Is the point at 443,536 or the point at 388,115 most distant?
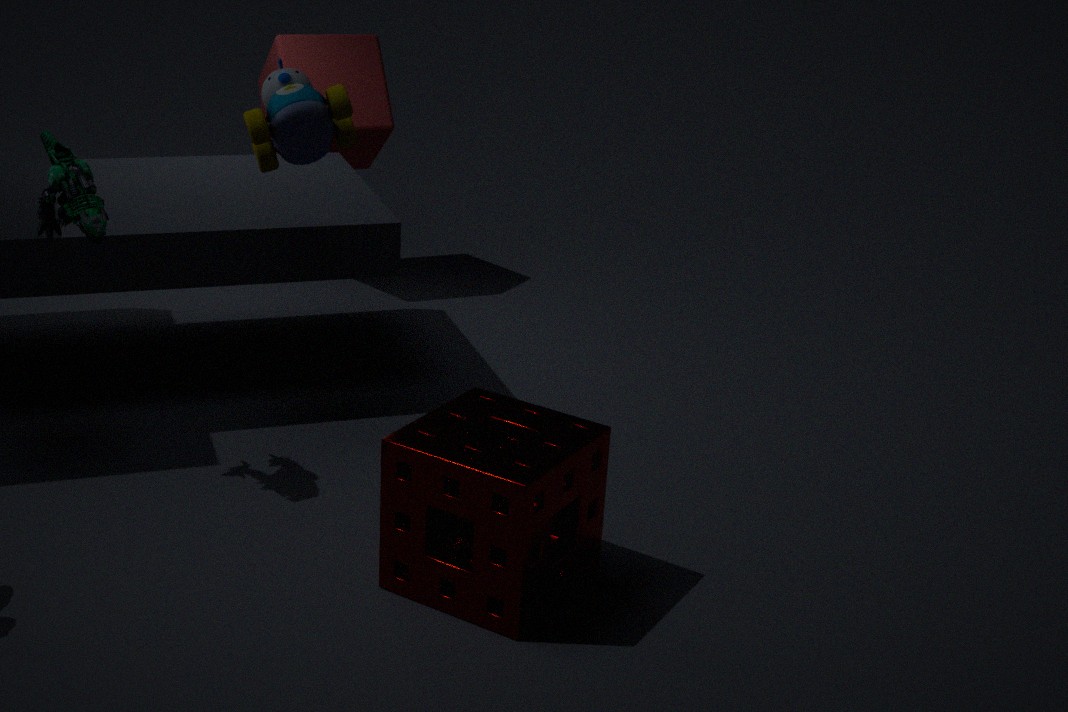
the point at 388,115
